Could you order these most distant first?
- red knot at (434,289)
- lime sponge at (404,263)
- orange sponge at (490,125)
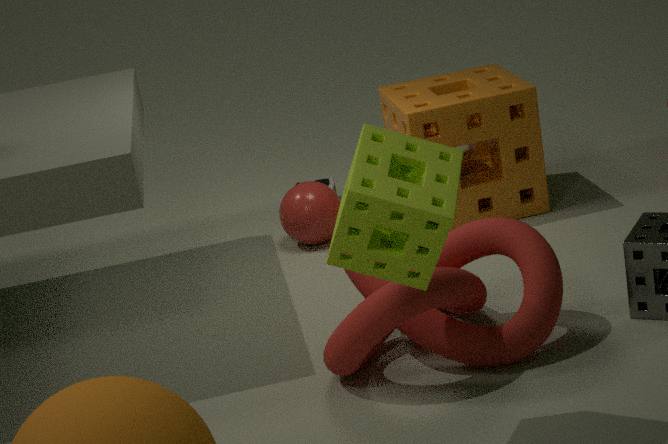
orange sponge at (490,125), red knot at (434,289), lime sponge at (404,263)
